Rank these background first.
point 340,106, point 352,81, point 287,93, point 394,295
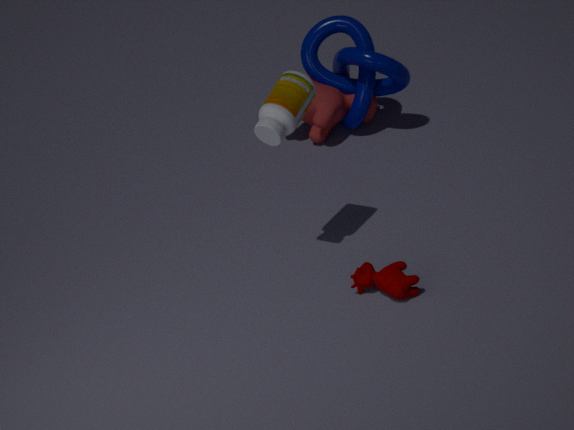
point 352,81 < point 340,106 < point 287,93 < point 394,295
